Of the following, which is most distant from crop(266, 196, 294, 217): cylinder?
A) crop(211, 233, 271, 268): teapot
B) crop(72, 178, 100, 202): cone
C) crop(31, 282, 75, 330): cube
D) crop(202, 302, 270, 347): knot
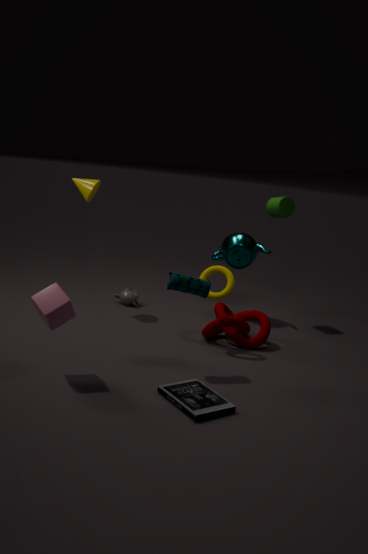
crop(31, 282, 75, 330): cube
